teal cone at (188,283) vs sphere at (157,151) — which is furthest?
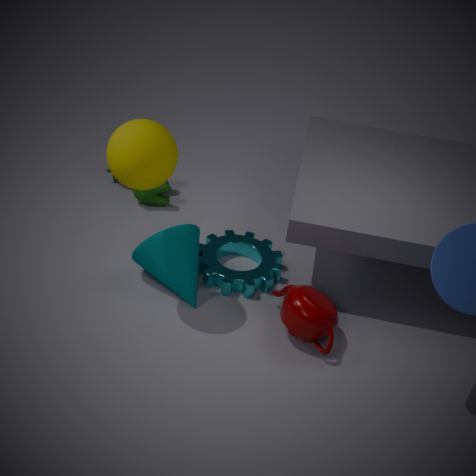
teal cone at (188,283)
